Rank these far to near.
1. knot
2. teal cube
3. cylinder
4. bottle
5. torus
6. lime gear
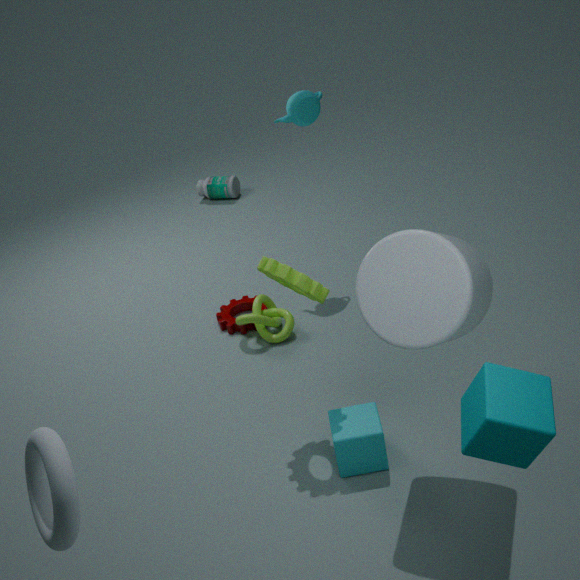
bottle < knot < lime gear < cylinder < teal cube < torus
